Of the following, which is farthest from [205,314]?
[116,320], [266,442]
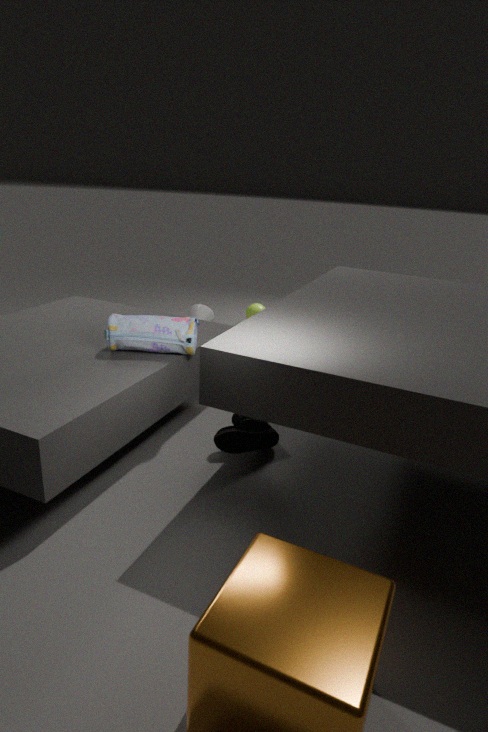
[266,442]
